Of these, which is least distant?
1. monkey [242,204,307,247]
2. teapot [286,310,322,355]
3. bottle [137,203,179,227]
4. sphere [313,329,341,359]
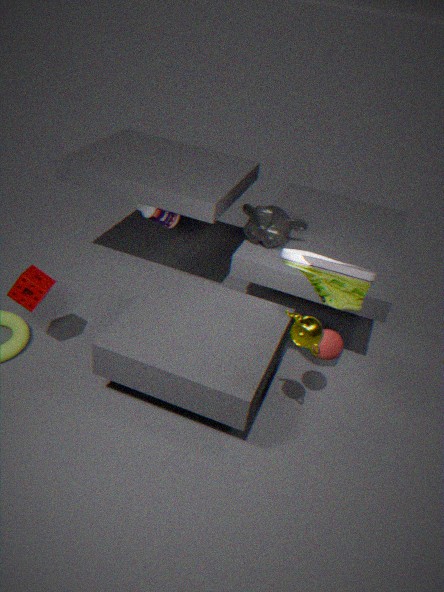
teapot [286,310,322,355]
